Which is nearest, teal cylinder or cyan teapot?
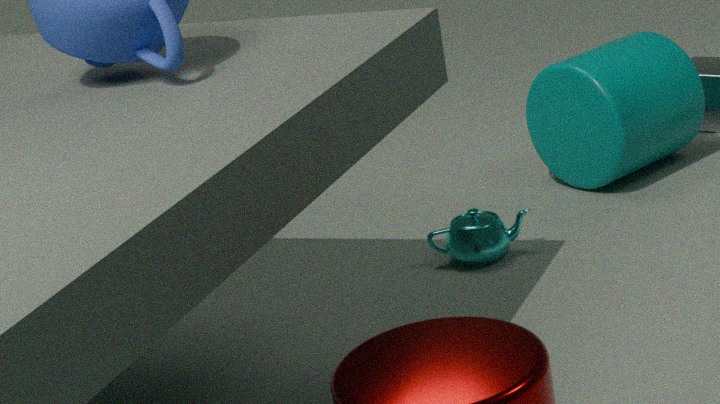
cyan teapot
